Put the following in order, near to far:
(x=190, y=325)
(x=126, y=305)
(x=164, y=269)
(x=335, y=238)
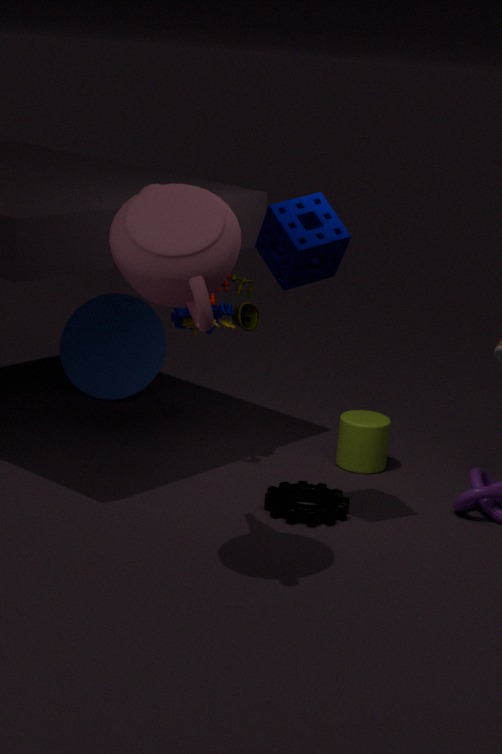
(x=164, y=269)
(x=335, y=238)
(x=190, y=325)
(x=126, y=305)
